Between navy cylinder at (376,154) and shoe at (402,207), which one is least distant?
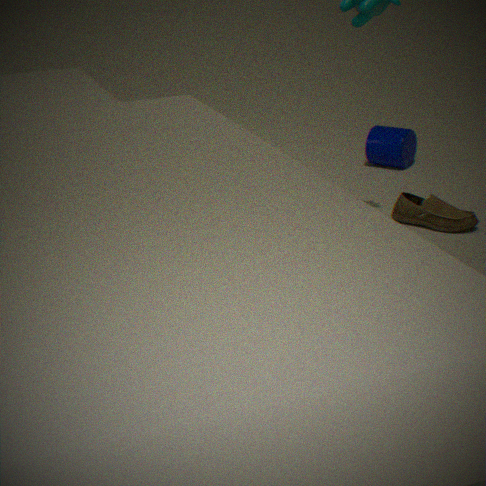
shoe at (402,207)
